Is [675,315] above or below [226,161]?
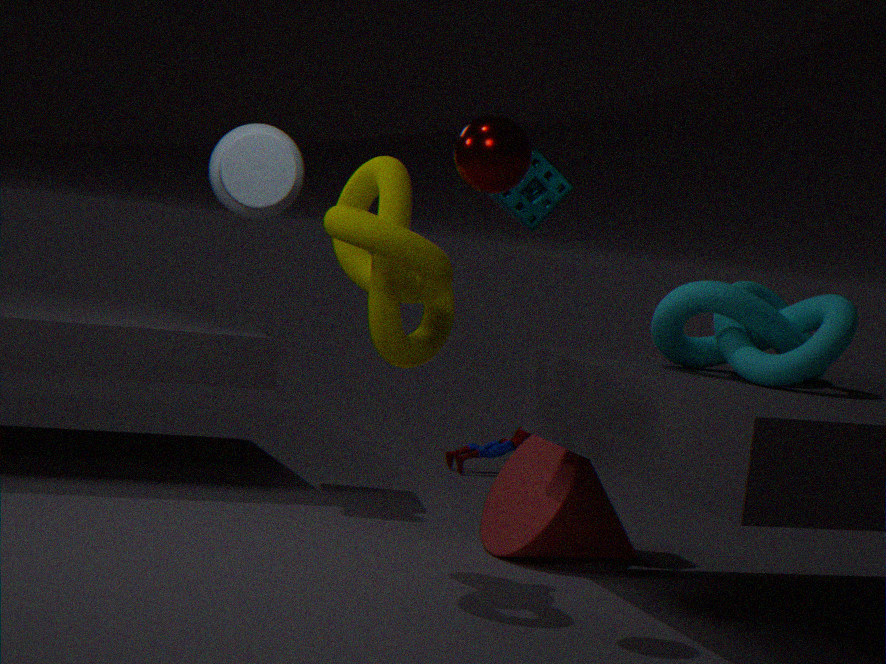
below
